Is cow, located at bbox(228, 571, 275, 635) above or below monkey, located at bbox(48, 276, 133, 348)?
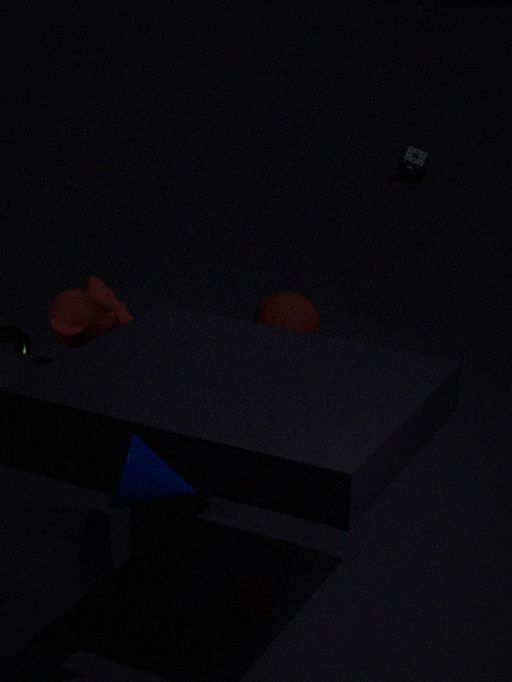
below
